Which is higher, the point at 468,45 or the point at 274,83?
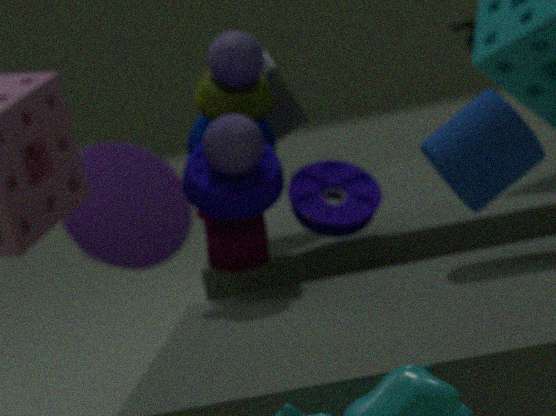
the point at 468,45
